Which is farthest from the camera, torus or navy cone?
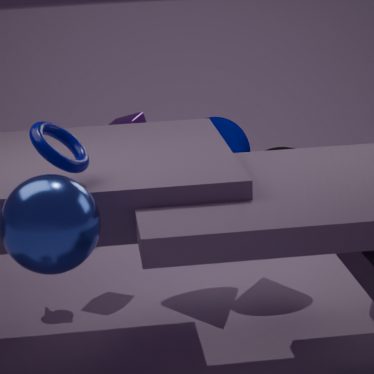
navy cone
